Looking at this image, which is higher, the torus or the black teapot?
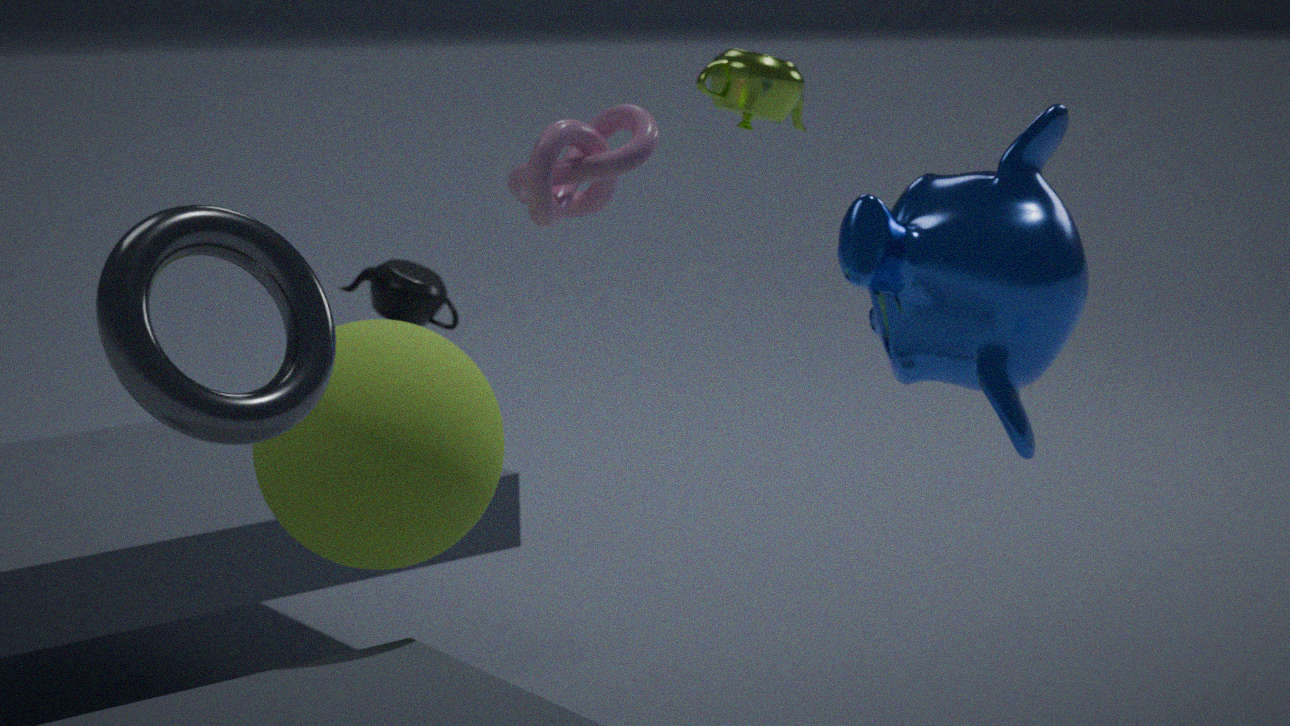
the torus
